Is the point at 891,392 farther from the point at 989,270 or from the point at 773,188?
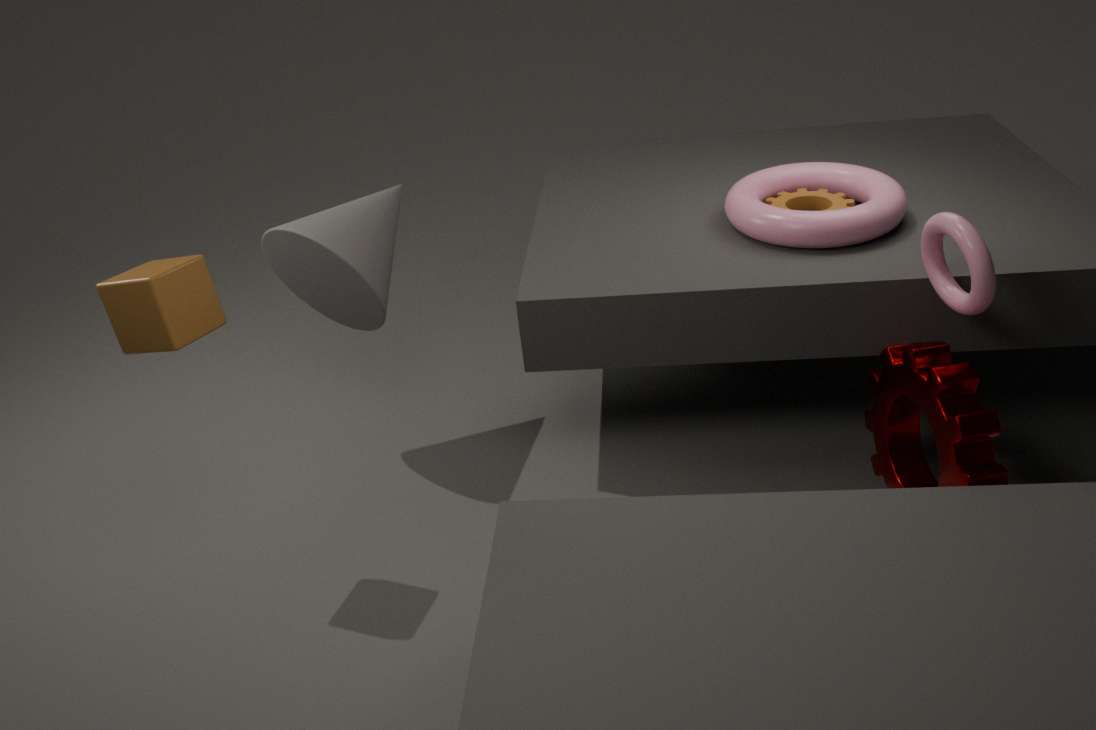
the point at 773,188
